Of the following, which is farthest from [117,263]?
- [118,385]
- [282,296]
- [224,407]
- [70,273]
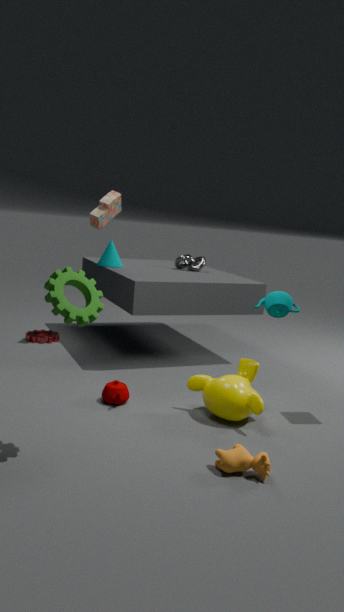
[70,273]
